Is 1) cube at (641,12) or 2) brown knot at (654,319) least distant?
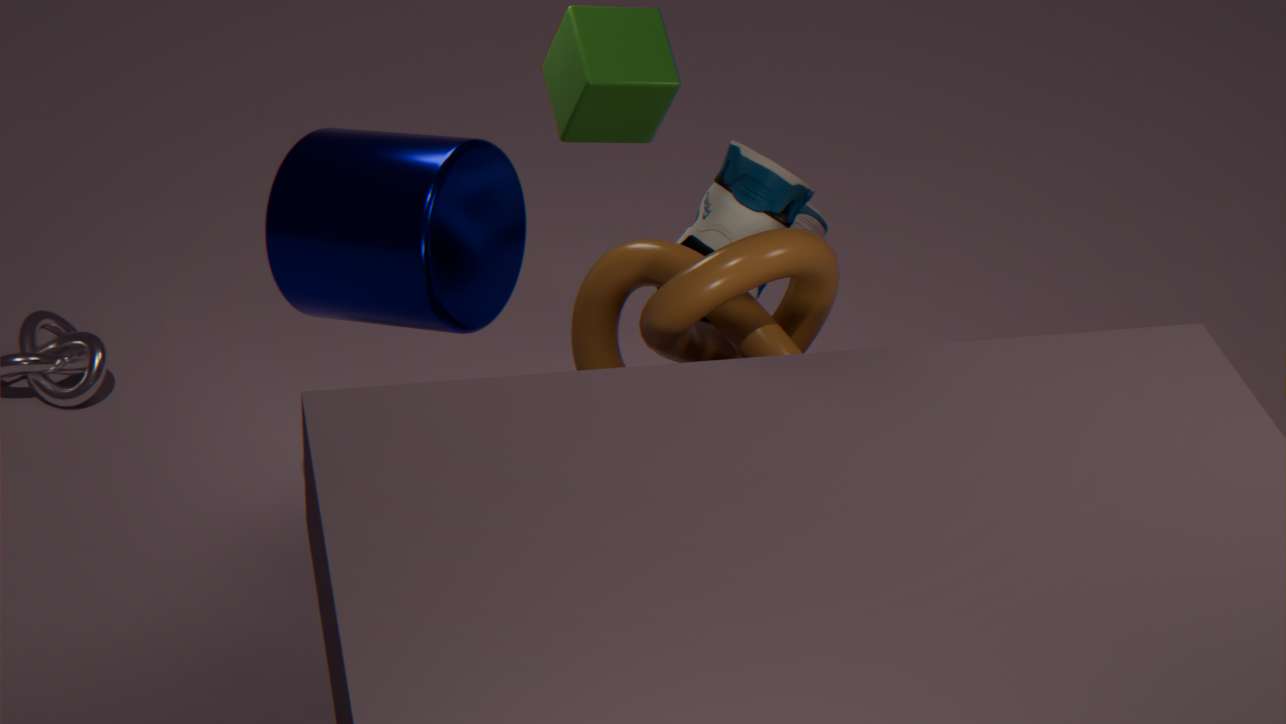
2. brown knot at (654,319)
